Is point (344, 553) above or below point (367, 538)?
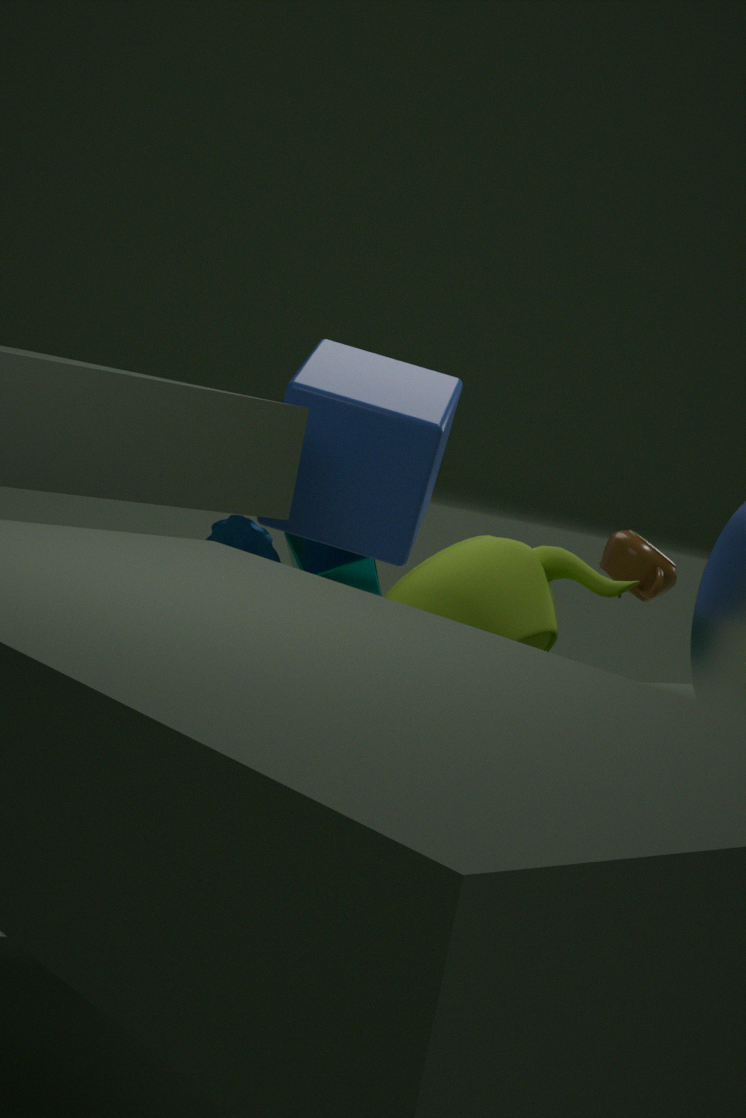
below
